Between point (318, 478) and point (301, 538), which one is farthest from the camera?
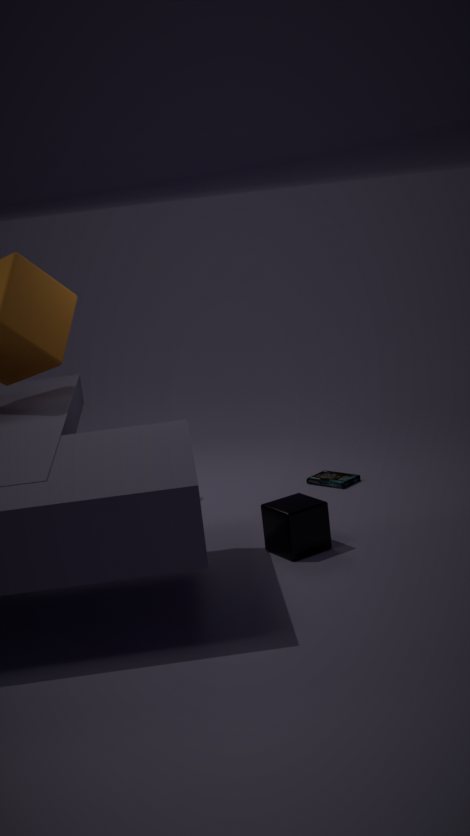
point (318, 478)
